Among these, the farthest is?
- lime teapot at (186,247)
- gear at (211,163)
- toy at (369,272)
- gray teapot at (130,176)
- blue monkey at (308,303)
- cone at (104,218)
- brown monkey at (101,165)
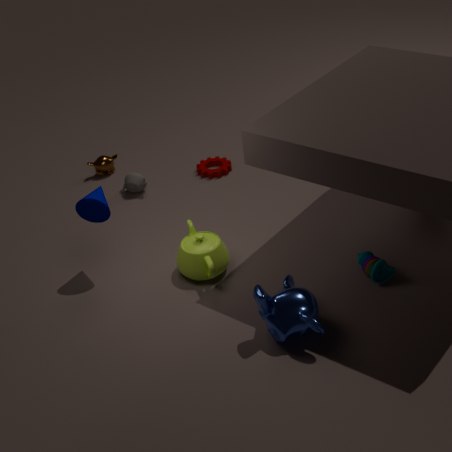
brown monkey at (101,165)
